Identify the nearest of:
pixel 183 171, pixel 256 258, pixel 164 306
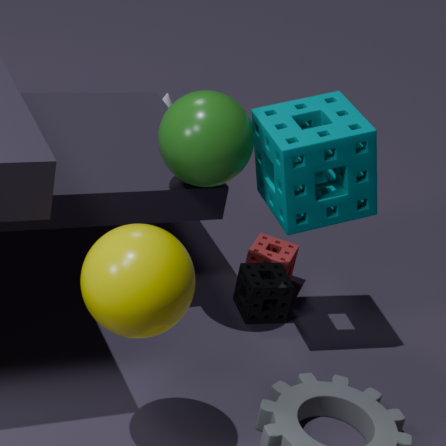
pixel 164 306
